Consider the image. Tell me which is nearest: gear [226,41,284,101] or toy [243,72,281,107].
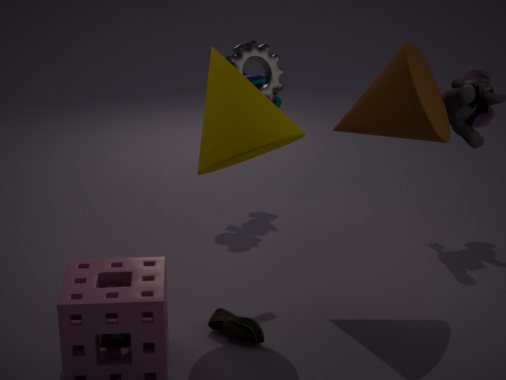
gear [226,41,284,101]
